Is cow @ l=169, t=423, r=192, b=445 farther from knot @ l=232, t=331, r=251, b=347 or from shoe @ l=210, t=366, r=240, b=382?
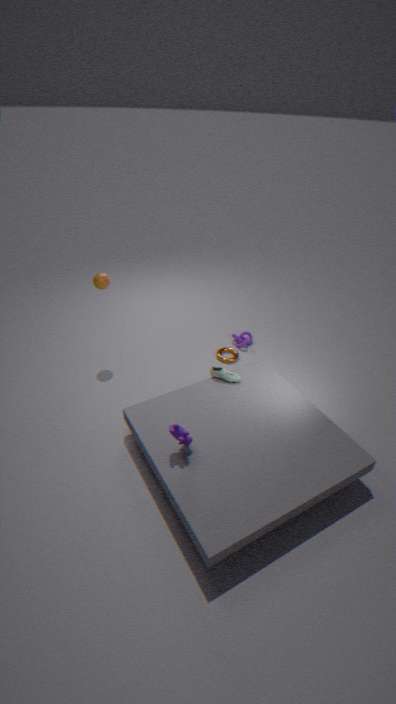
knot @ l=232, t=331, r=251, b=347
